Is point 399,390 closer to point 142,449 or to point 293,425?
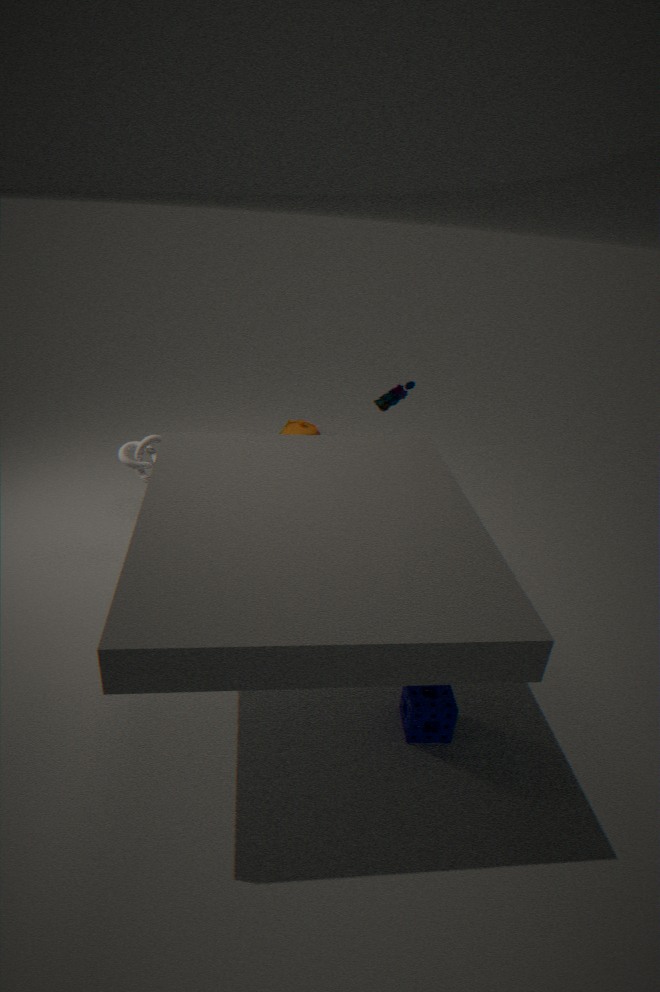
point 142,449
